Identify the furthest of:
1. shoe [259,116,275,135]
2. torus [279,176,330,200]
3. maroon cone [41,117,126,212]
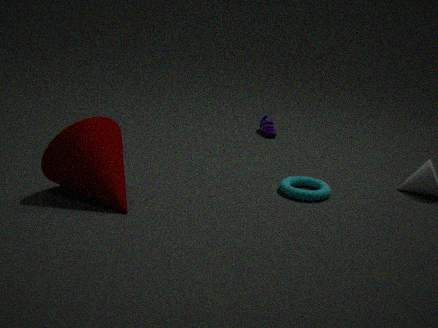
shoe [259,116,275,135]
